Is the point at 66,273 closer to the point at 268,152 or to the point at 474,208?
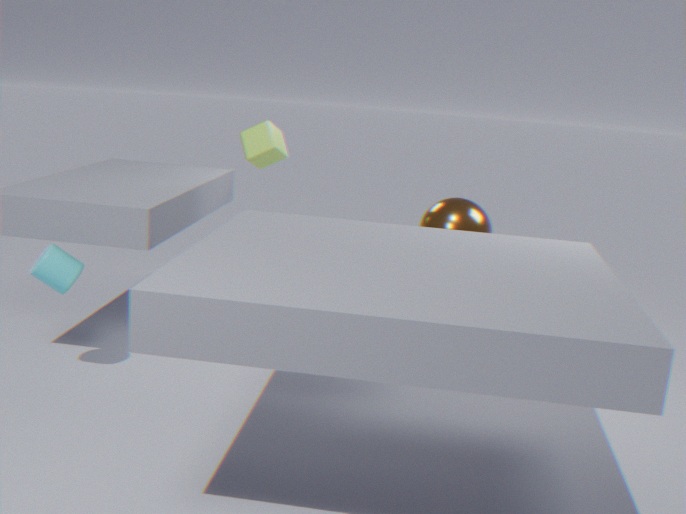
the point at 268,152
